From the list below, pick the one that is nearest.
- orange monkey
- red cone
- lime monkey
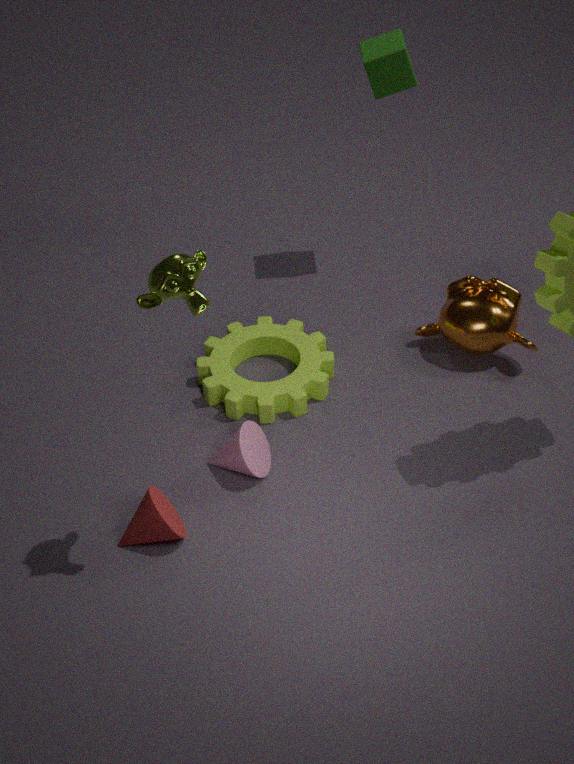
lime monkey
